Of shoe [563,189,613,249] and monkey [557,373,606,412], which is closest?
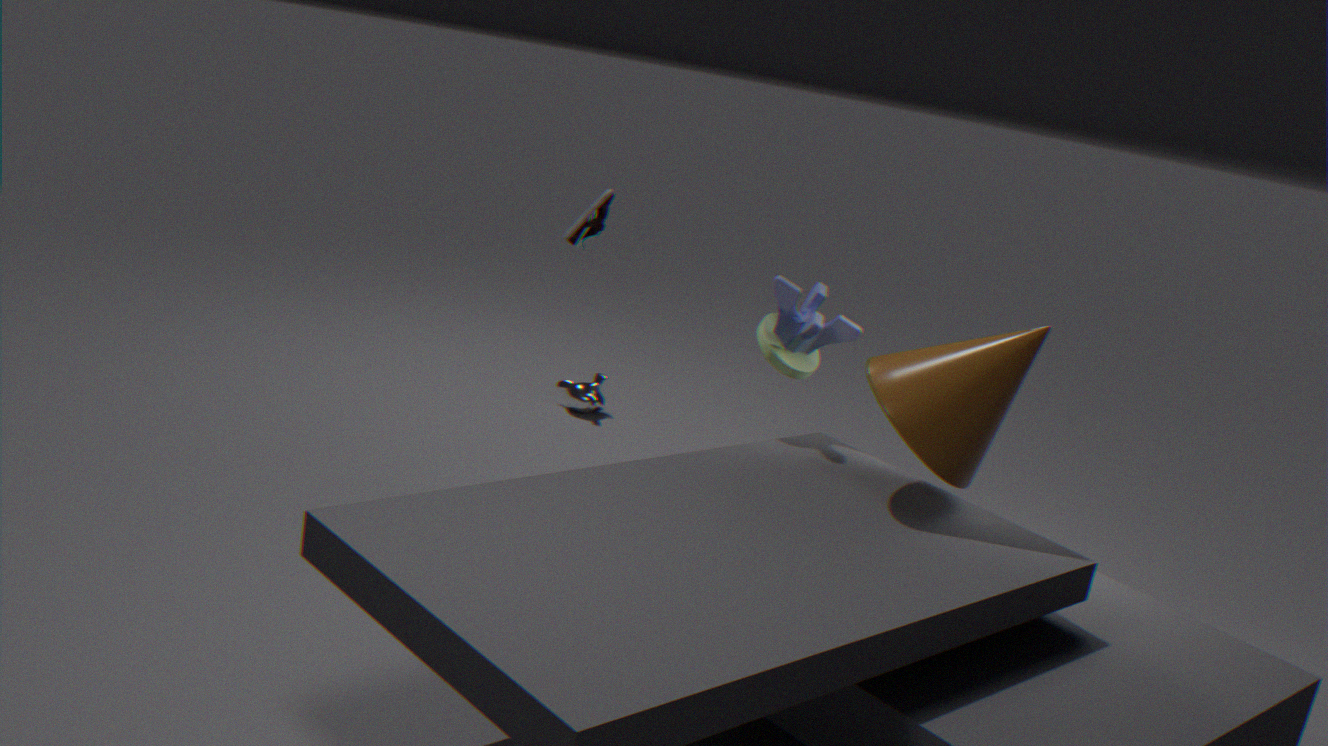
shoe [563,189,613,249]
